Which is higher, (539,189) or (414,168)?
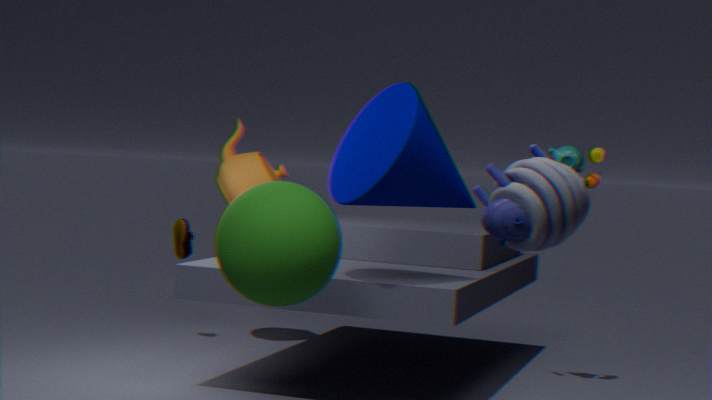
(414,168)
